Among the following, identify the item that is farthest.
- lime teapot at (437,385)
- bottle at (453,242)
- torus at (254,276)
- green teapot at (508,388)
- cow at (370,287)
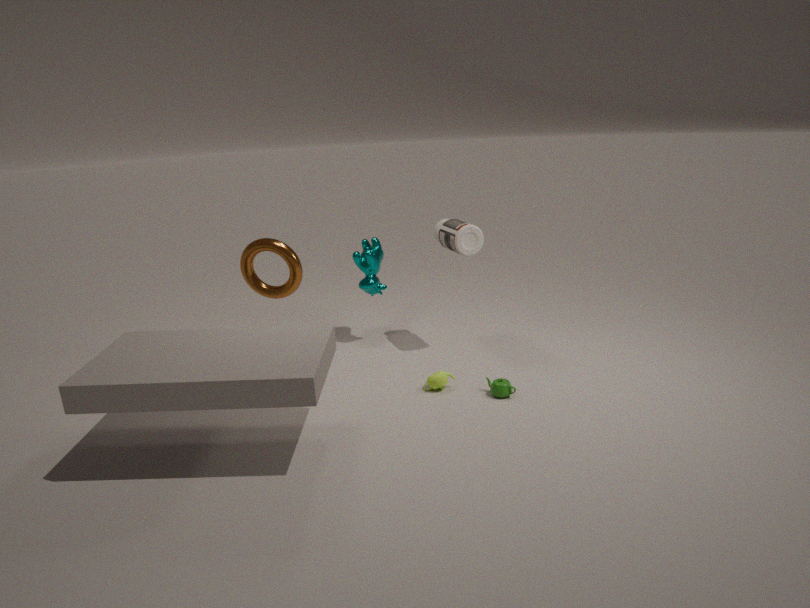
cow at (370,287)
